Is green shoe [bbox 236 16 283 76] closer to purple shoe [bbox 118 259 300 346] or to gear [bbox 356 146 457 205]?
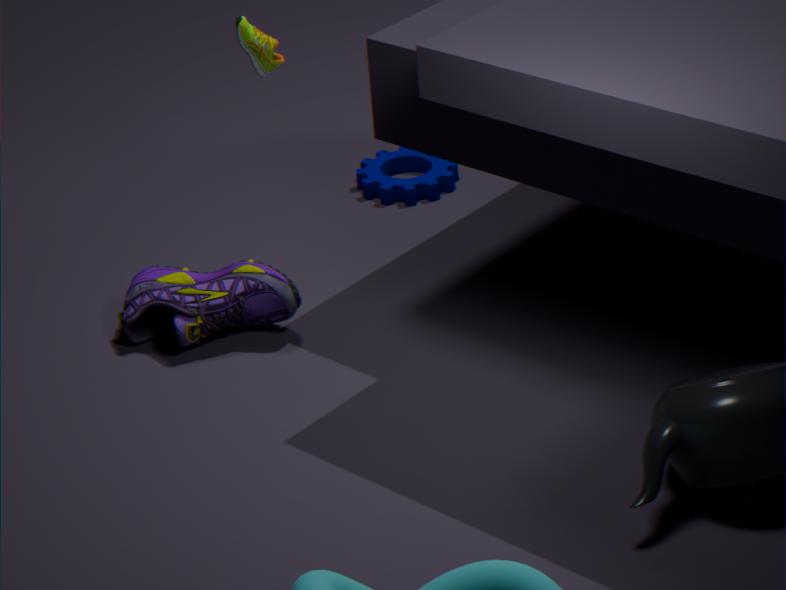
purple shoe [bbox 118 259 300 346]
